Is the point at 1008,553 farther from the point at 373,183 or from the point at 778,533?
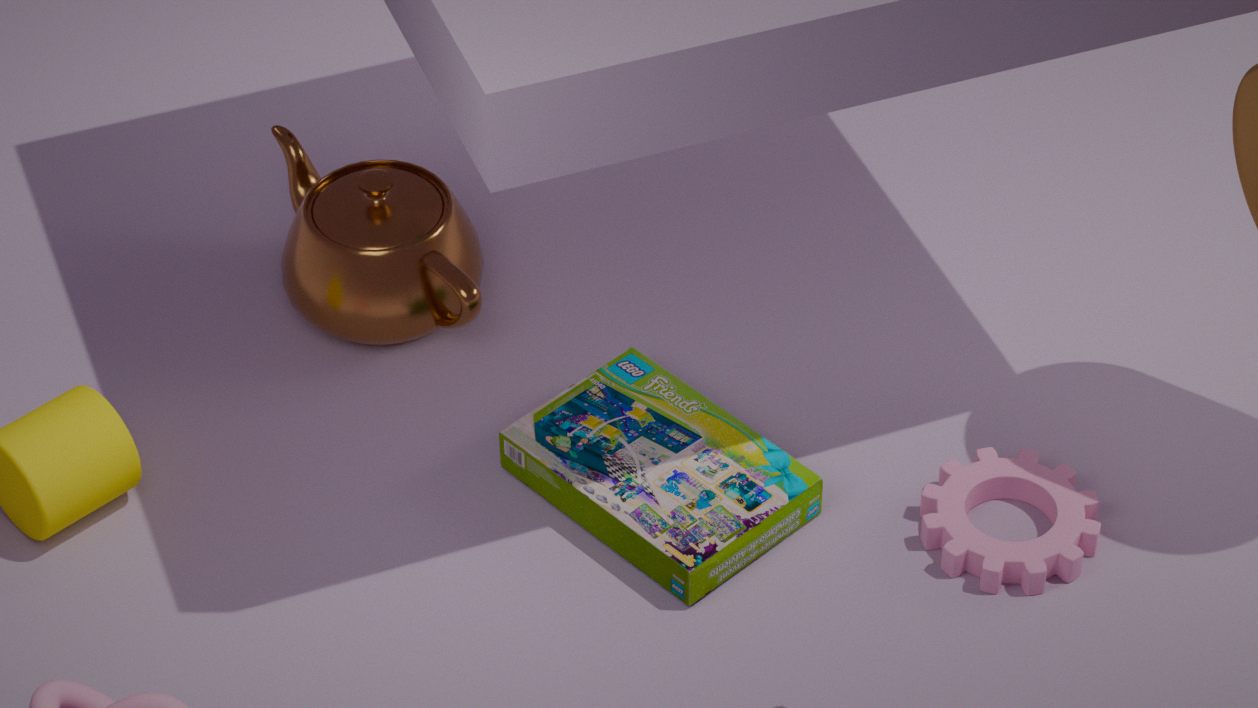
the point at 373,183
